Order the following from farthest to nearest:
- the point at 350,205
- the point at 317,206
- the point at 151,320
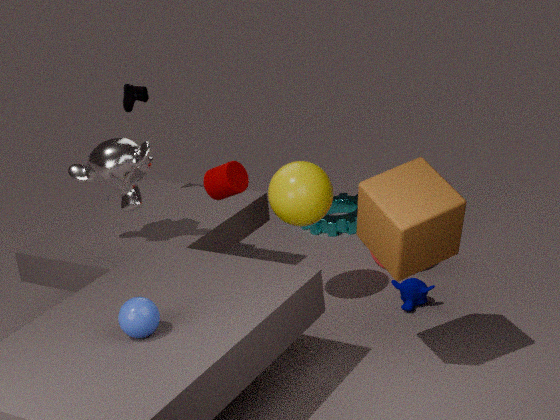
the point at 350,205
the point at 317,206
the point at 151,320
